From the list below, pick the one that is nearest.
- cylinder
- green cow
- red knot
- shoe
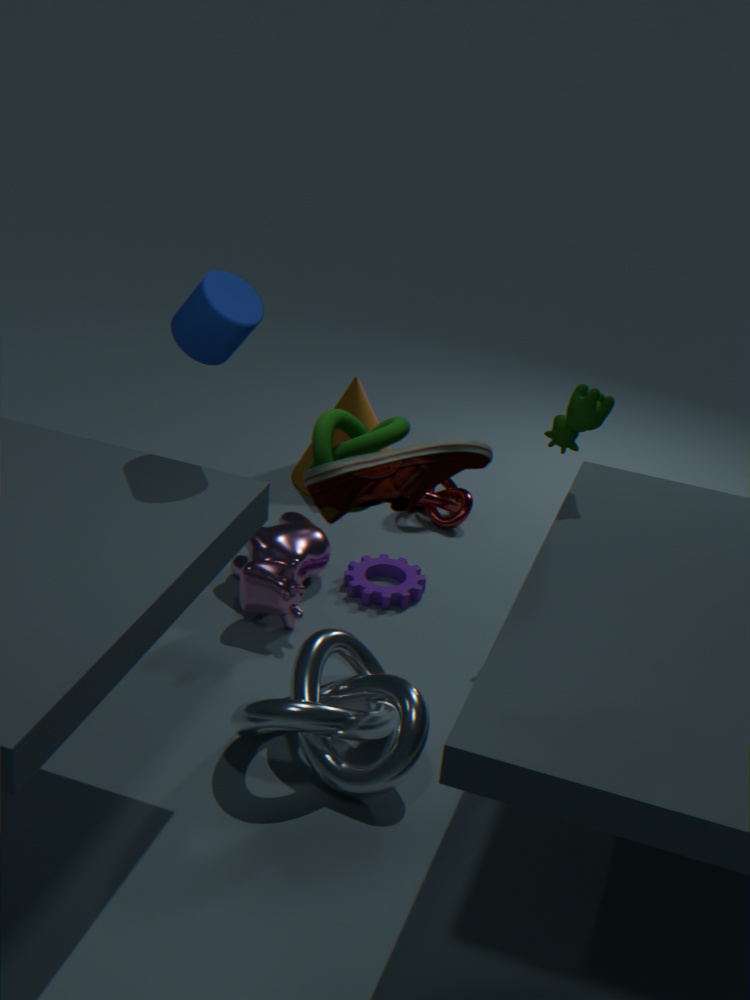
shoe
